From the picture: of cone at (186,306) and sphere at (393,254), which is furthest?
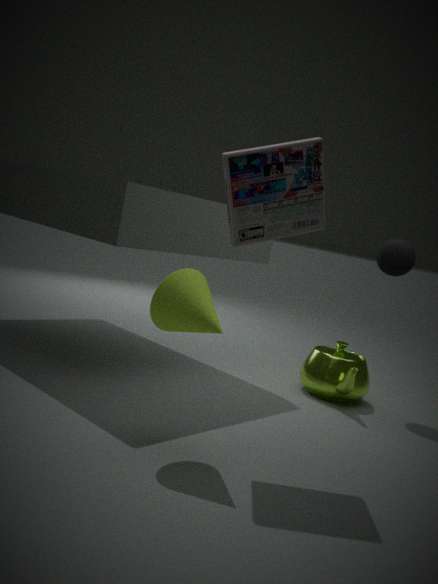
sphere at (393,254)
